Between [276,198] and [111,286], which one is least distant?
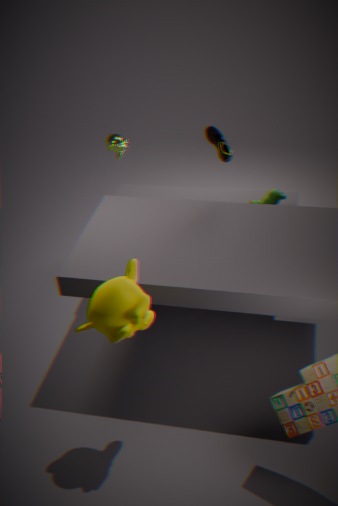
[111,286]
